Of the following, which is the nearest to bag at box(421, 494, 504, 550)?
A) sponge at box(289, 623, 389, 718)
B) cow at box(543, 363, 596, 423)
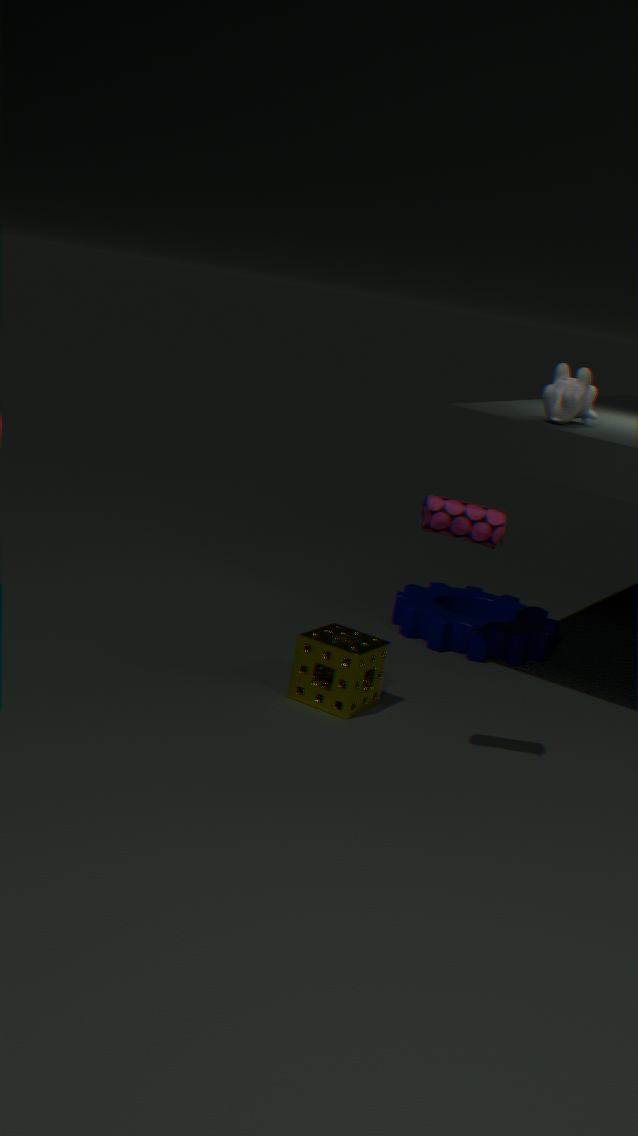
sponge at box(289, 623, 389, 718)
